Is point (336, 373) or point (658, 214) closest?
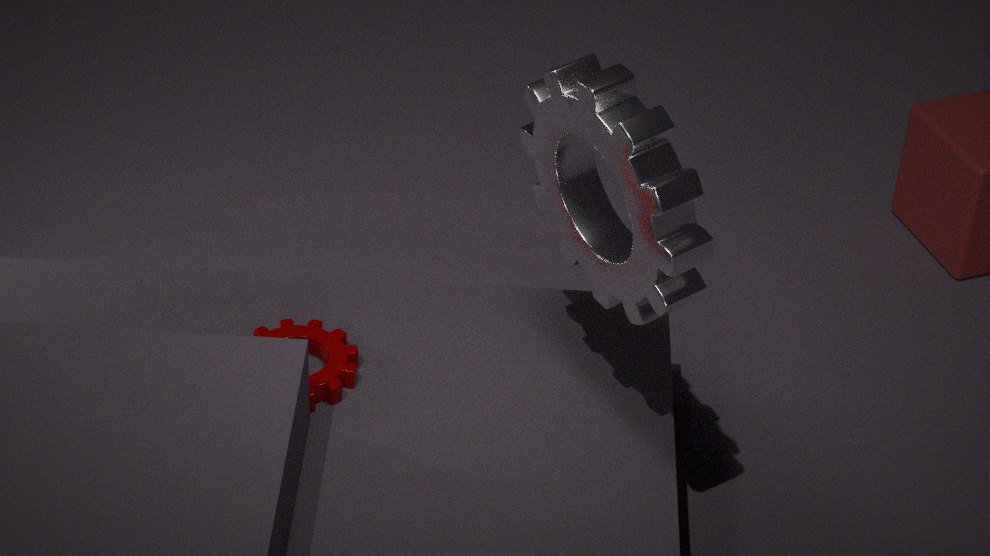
point (658, 214)
